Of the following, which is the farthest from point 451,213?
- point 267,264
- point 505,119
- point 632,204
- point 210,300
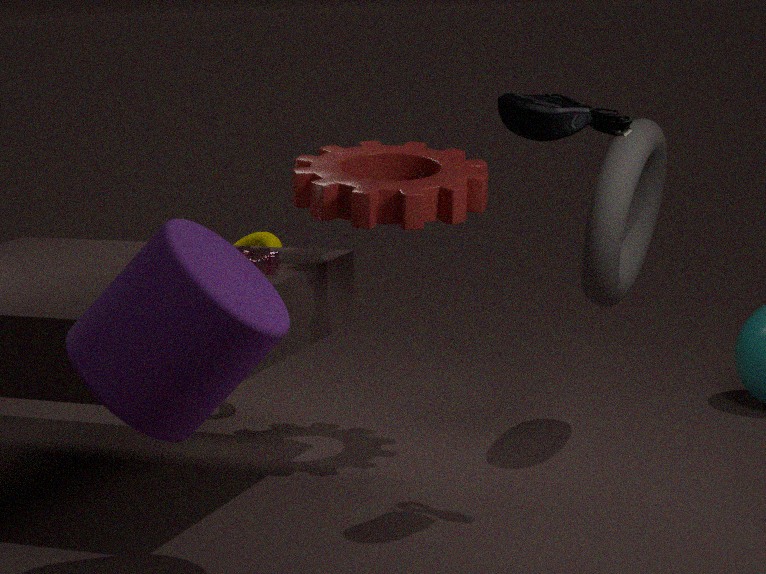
point 210,300
